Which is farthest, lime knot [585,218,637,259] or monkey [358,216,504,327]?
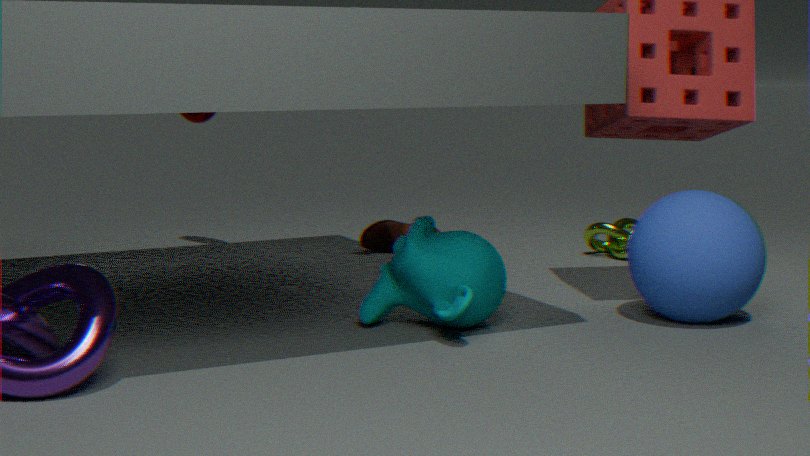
lime knot [585,218,637,259]
